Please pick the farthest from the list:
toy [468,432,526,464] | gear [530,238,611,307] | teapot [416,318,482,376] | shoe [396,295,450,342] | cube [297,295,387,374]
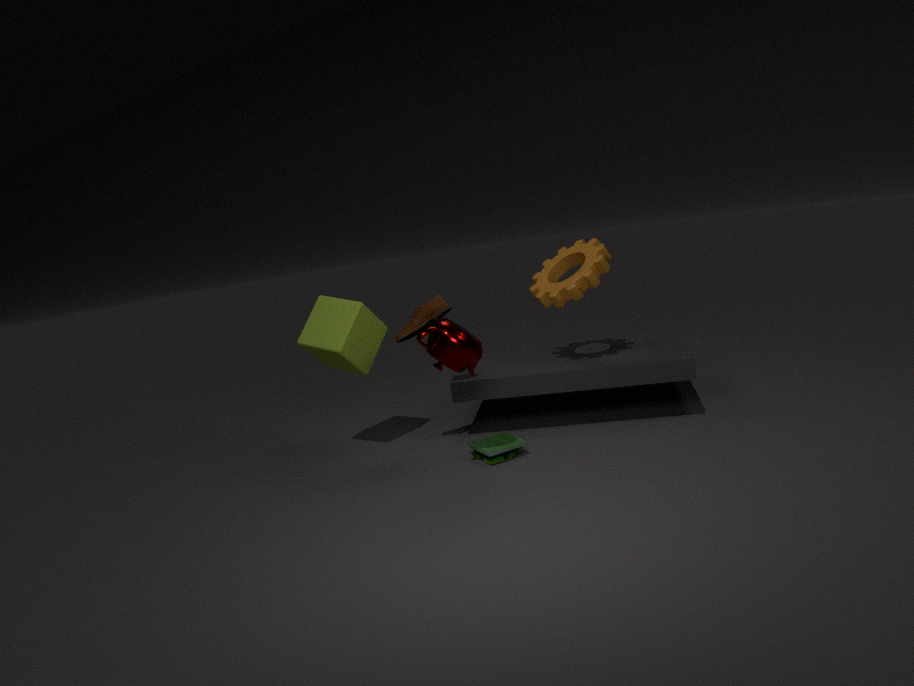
cube [297,295,387,374]
